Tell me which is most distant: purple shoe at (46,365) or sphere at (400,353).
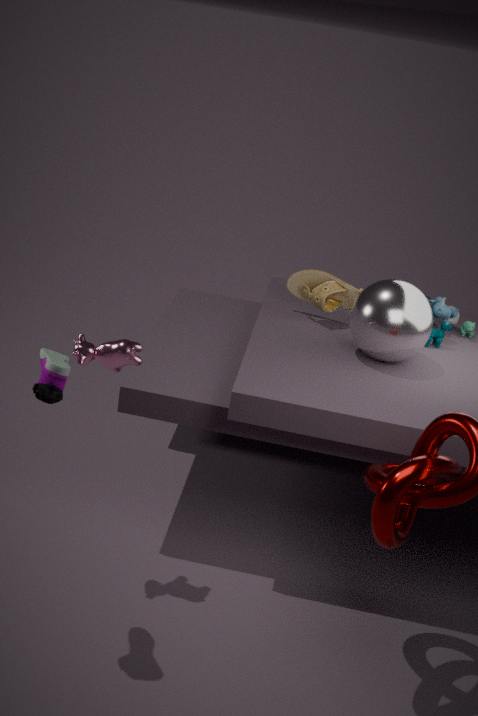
sphere at (400,353)
